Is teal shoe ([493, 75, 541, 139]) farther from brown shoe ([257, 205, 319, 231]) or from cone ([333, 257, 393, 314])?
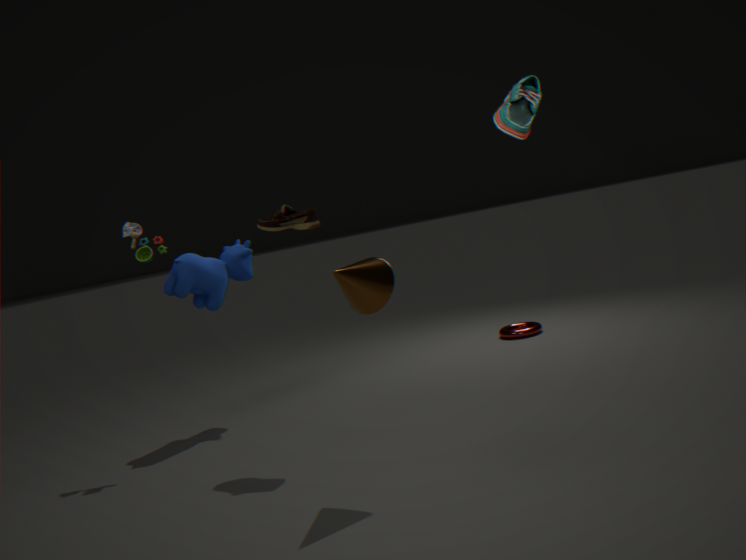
brown shoe ([257, 205, 319, 231])
